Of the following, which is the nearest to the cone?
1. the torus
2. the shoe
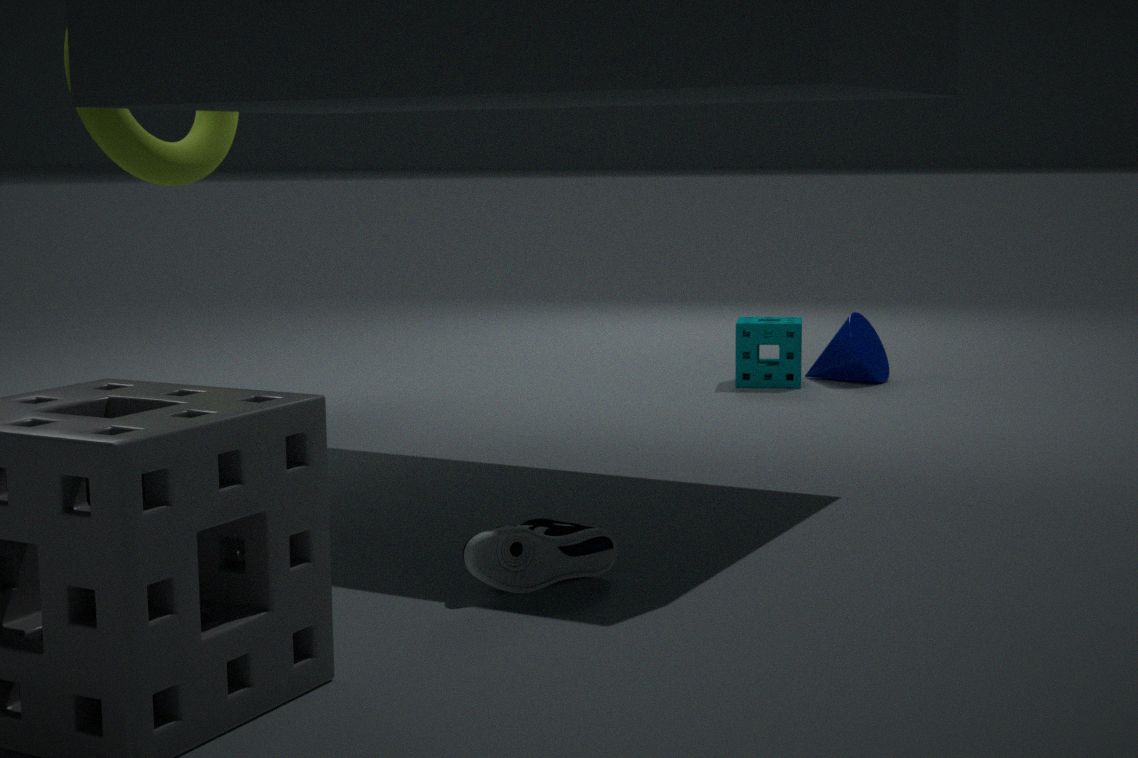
the torus
